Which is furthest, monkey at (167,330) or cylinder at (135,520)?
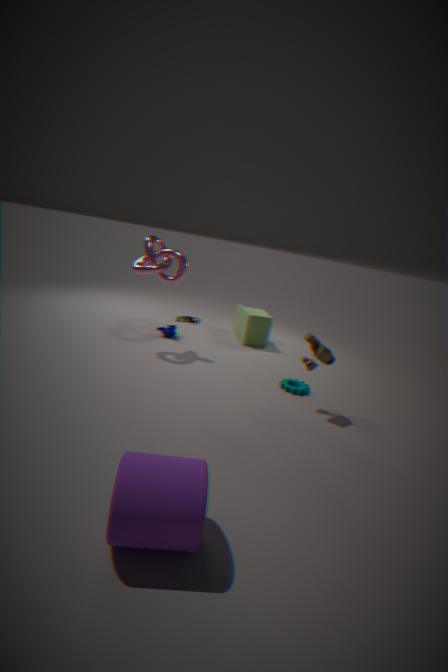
monkey at (167,330)
